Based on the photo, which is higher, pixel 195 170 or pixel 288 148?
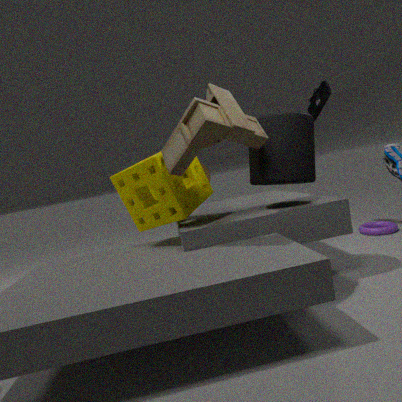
pixel 288 148
